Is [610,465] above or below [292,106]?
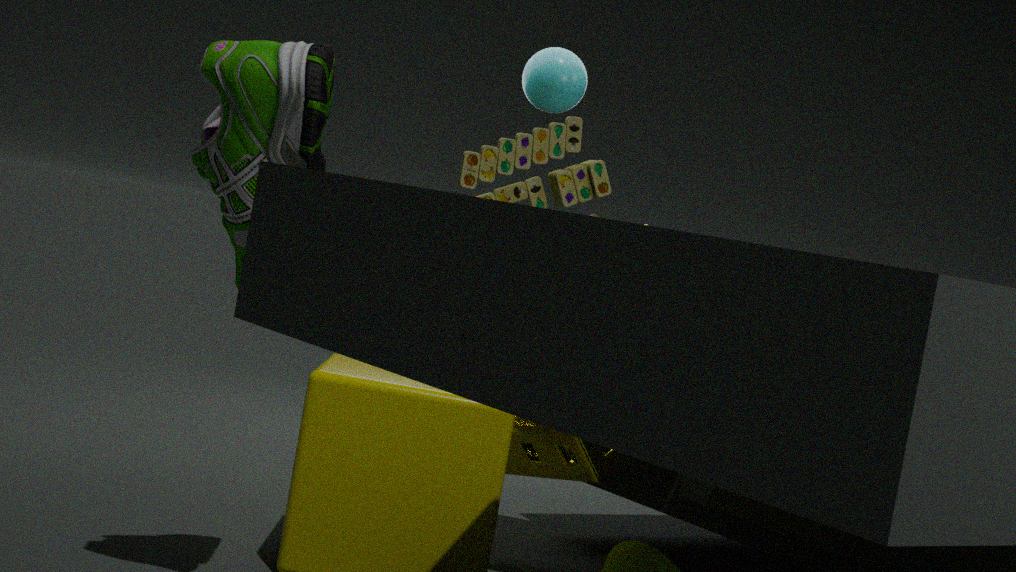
below
